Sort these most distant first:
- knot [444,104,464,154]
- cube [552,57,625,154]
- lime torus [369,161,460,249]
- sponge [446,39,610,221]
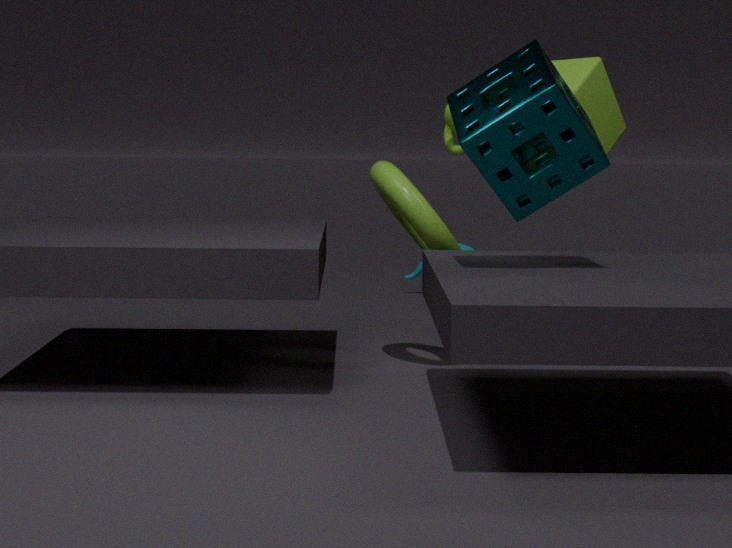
knot [444,104,464,154], cube [552,57,625,154], lime torus [369,161,460,249], sponge [446,39,610,221]
